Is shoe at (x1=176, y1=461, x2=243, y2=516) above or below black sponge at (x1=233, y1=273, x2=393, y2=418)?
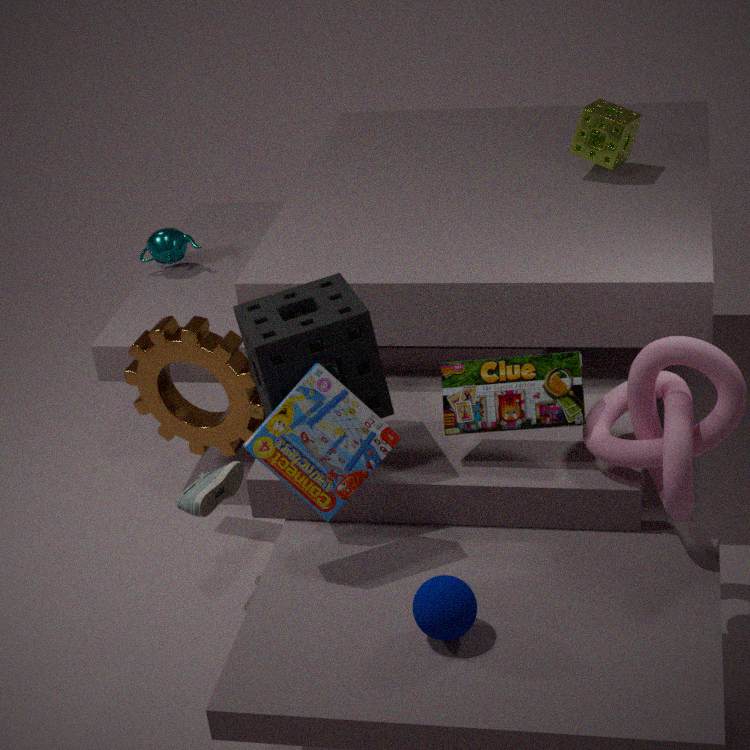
below
